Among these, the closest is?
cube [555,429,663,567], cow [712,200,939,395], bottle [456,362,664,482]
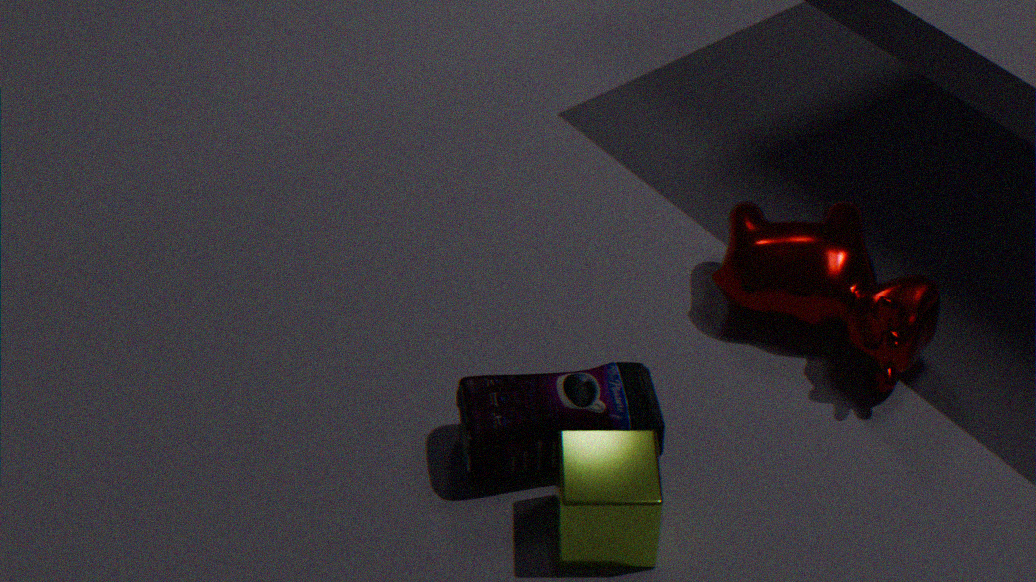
cube [555,429,663,567]
